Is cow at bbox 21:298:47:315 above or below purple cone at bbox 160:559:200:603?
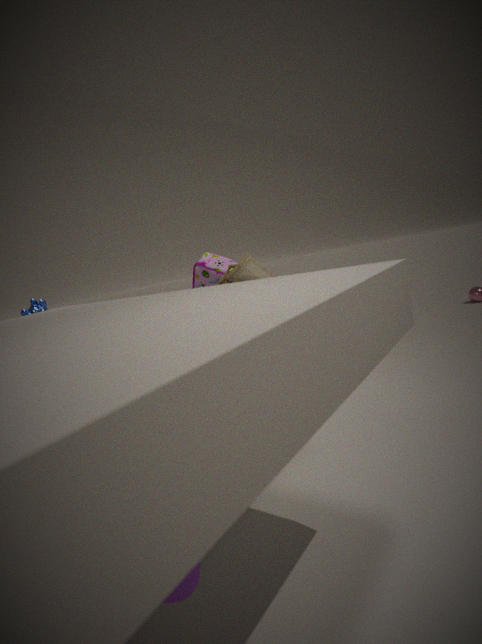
above
